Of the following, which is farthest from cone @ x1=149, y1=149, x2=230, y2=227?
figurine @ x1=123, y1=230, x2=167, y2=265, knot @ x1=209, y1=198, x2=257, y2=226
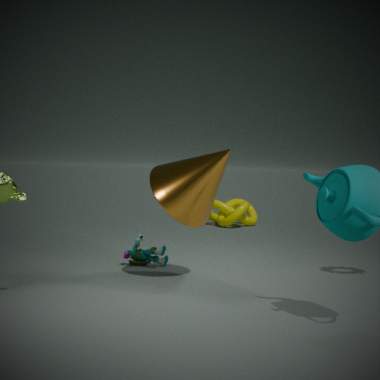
knot @ x1=209, y1=198, x2=257, y2=226
